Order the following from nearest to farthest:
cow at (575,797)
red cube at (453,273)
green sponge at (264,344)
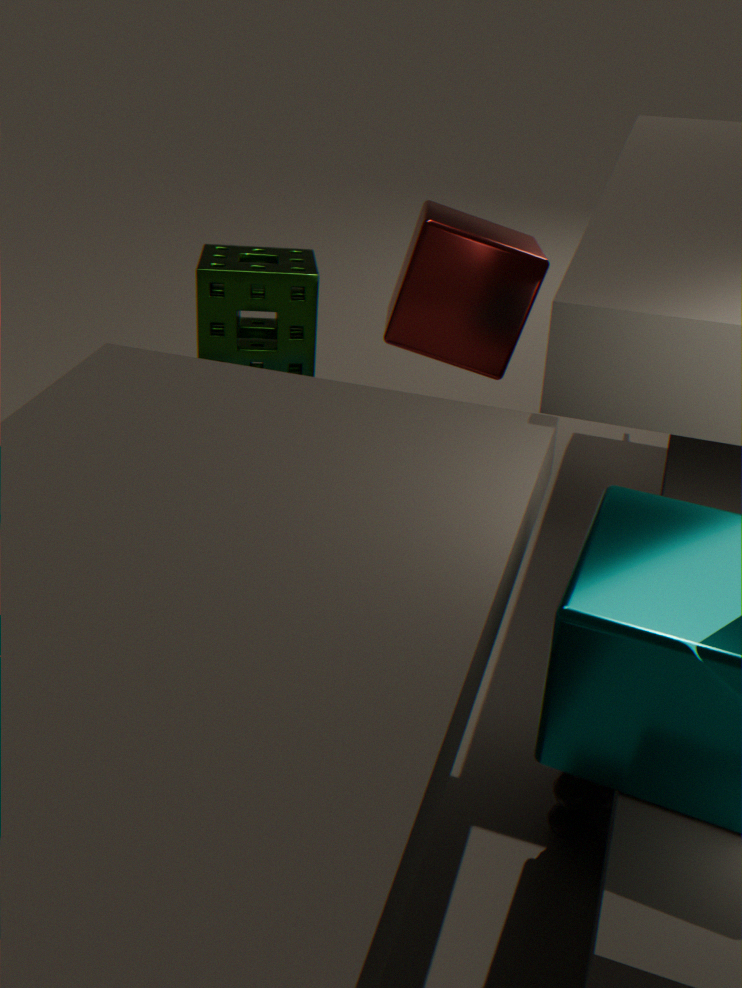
cow at (575,797)
red cube at (453,273)
green sponge at (264,344)
